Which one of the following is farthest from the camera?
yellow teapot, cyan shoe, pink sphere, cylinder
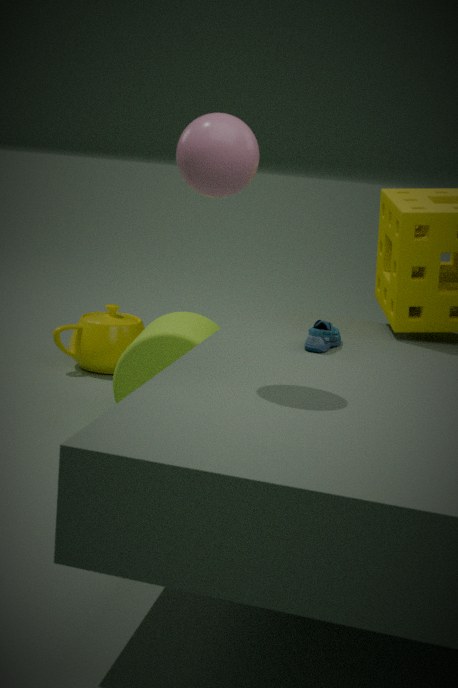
yellow teapot
